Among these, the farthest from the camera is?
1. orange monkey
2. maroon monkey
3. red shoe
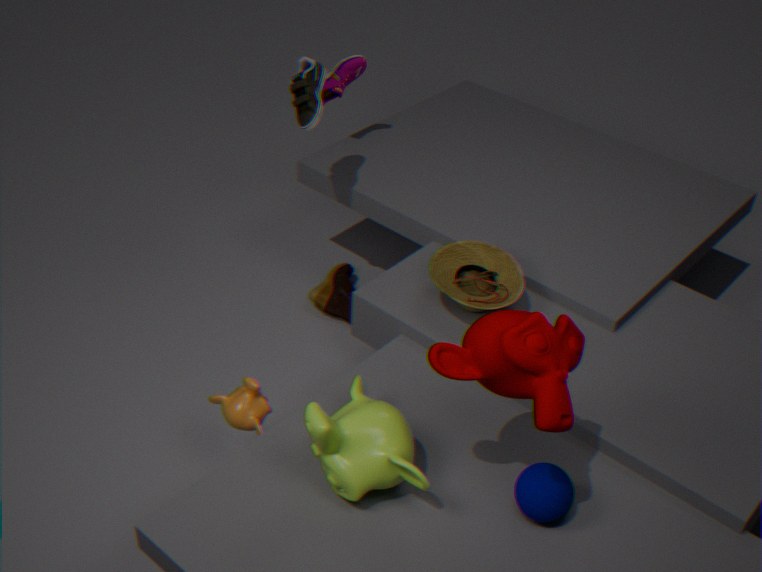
red shoe
